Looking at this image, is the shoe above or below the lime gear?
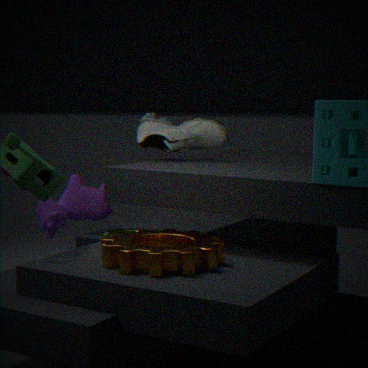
above
